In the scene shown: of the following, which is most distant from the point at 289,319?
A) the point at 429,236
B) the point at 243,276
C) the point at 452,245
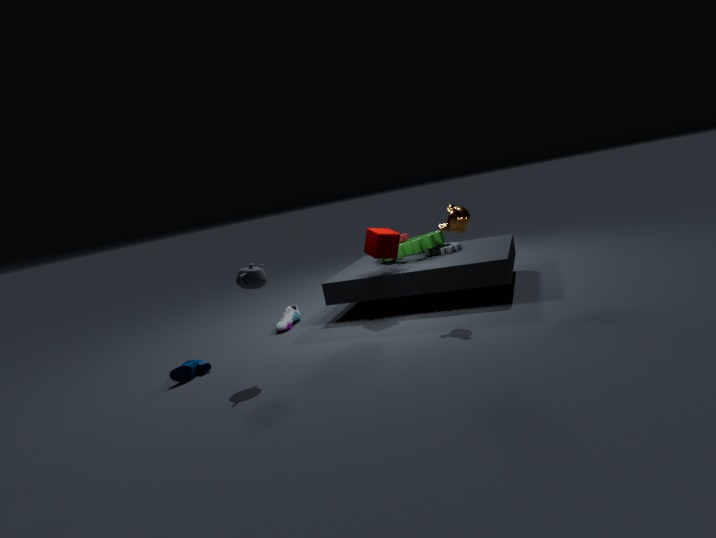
the point at 452,245
